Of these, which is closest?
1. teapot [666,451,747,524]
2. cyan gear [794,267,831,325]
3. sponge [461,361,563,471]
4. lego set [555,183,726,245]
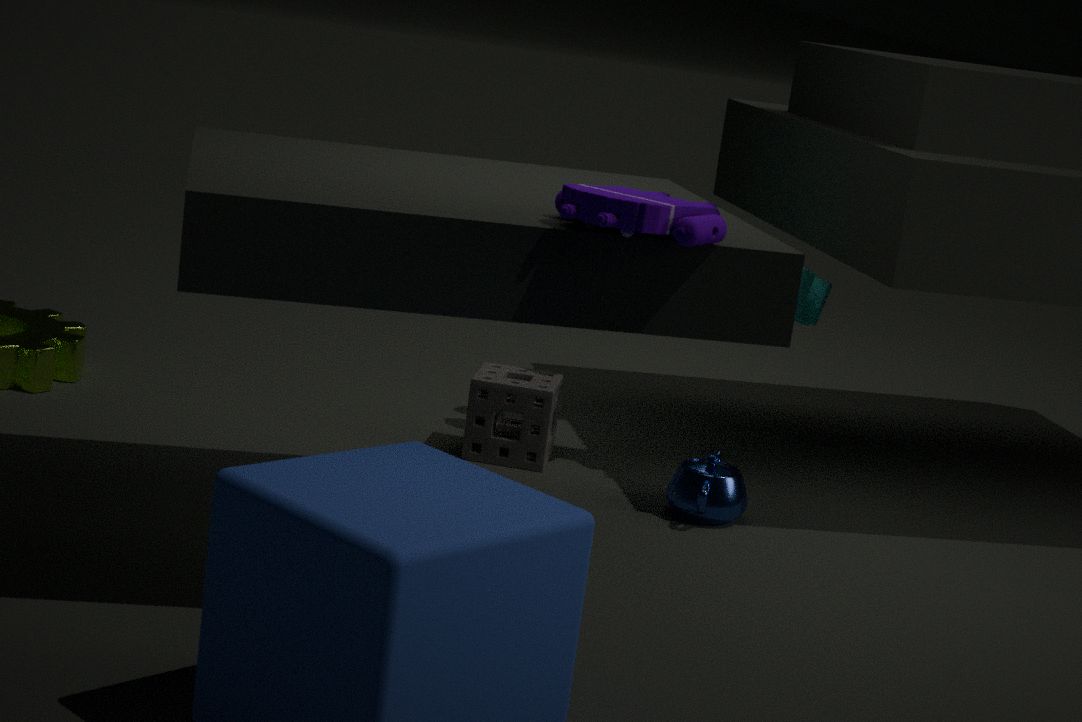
lego set [555,183,726,245]
